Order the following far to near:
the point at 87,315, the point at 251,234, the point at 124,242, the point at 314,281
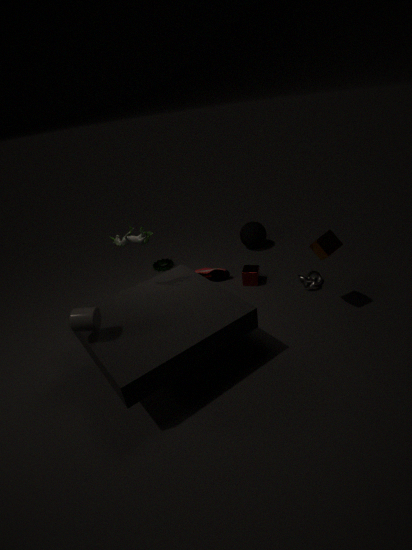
the point at 251,234 < the point at 314,281 < the point at 124,242 < the point at 87,315
